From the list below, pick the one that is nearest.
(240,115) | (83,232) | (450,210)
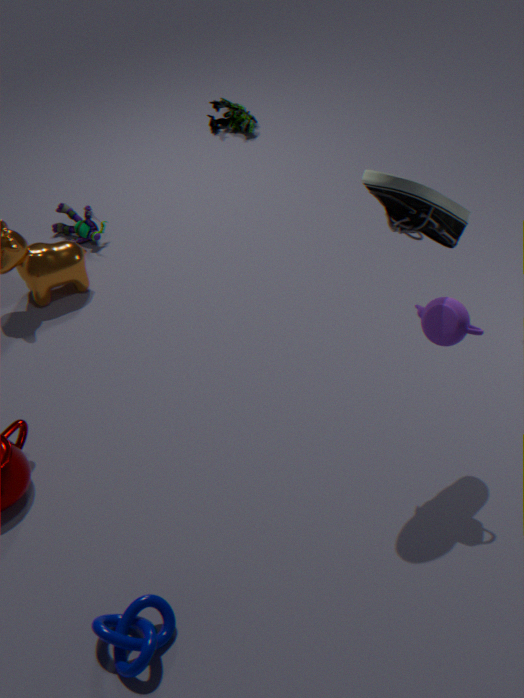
(450,210)
